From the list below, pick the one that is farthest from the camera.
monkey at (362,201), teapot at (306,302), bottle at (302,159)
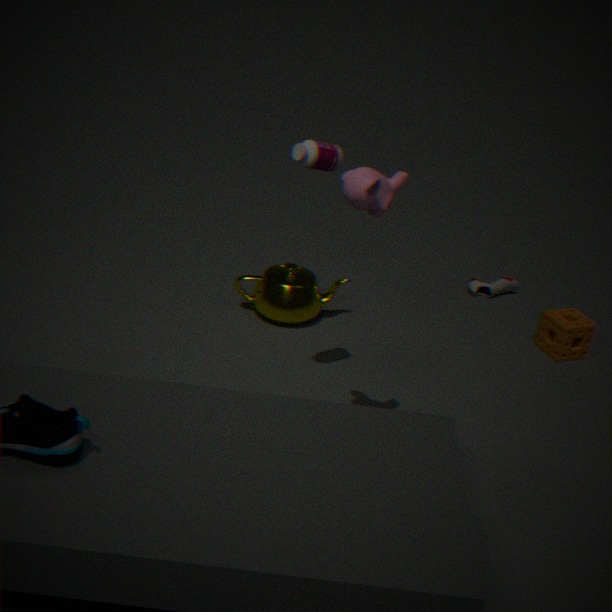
teapot at (306,302)
